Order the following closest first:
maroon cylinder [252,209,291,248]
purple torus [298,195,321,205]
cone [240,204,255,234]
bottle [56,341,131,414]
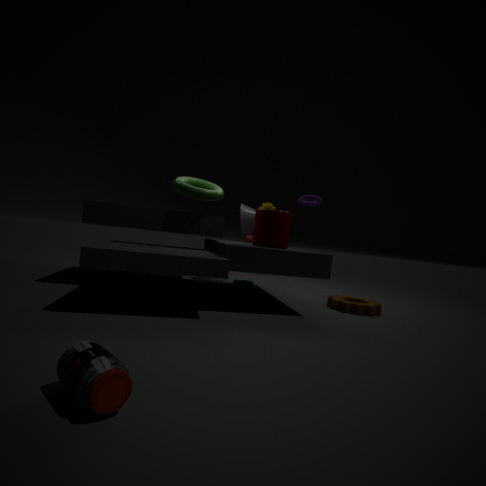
bottle [56,341,131,414] < maroon cylinder [252,209,291,248] < purple torus [298,195,321,205] < cone [240,204,255,234]
